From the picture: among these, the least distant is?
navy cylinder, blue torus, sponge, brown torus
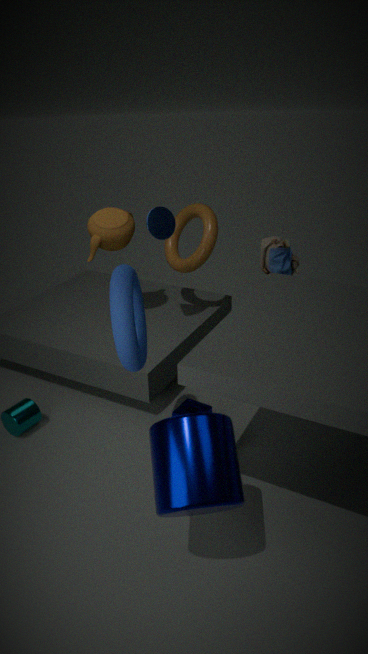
navy cylinder
